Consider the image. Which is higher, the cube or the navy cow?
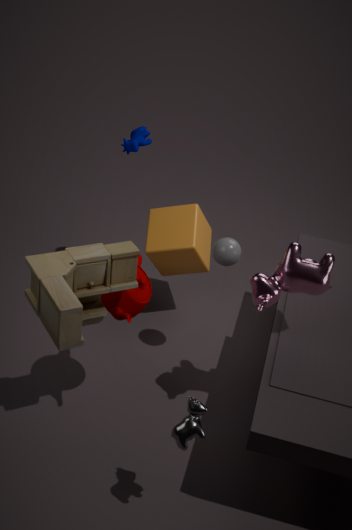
the navy cow
